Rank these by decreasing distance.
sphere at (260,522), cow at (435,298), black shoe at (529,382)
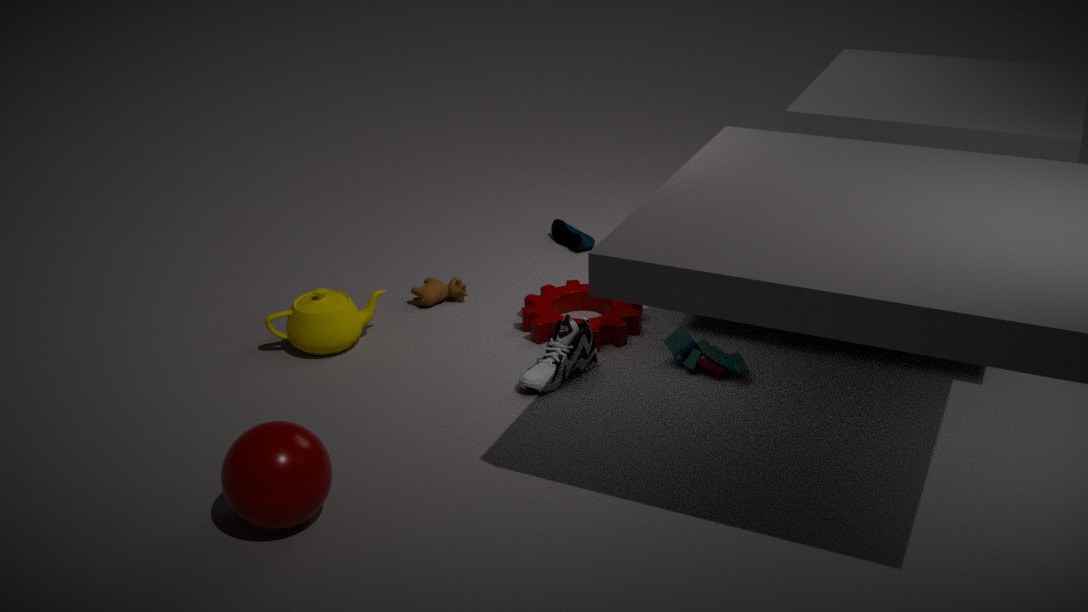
1. cow at (435,298)
2. black shoe at (529,382)
3. sphere at (260,522)
